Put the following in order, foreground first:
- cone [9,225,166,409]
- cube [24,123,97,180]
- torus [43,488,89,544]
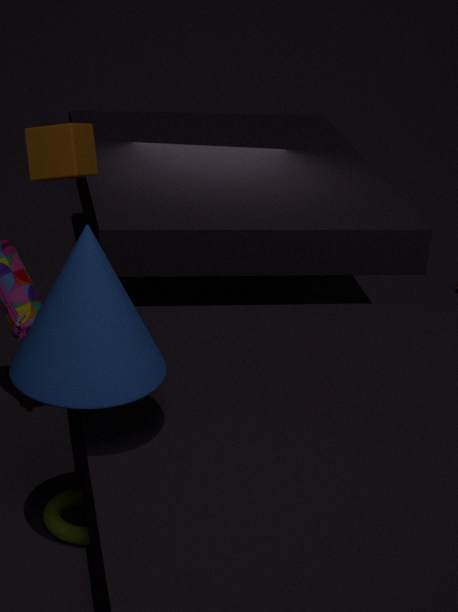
cone [9,225,166,409] → torus [43,488,89,544] → cube [24,123,97,180]
